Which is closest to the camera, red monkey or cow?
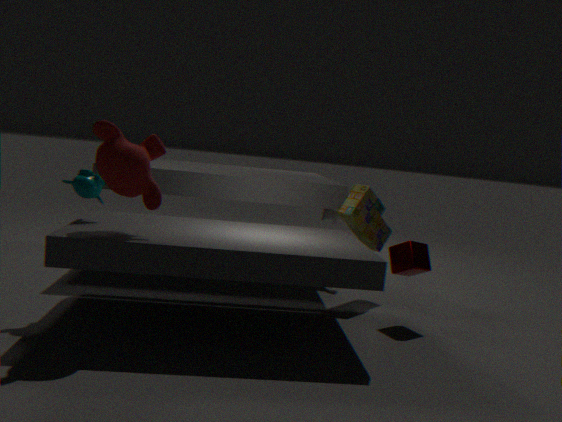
red monkey
